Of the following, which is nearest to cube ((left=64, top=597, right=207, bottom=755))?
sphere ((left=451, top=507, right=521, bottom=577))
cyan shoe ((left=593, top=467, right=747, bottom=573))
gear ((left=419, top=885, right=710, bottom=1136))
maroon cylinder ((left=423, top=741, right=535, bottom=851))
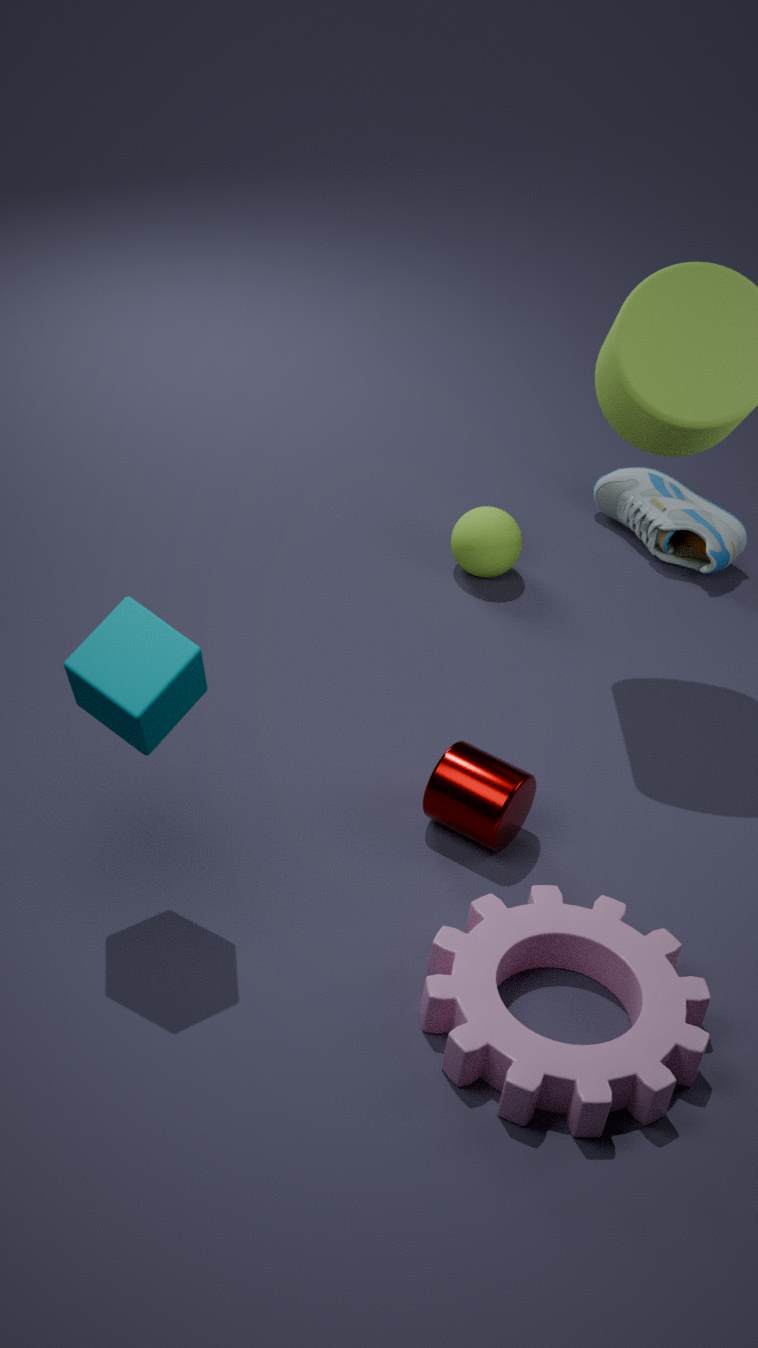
maroon cylinder ((left=423, top=741, right=535, bottom=851))
